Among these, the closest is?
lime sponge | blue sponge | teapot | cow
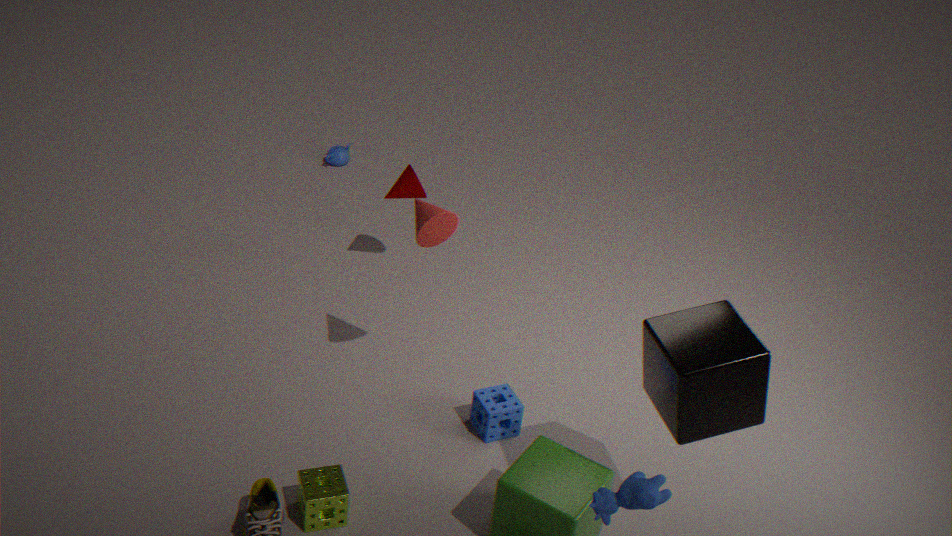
cow
